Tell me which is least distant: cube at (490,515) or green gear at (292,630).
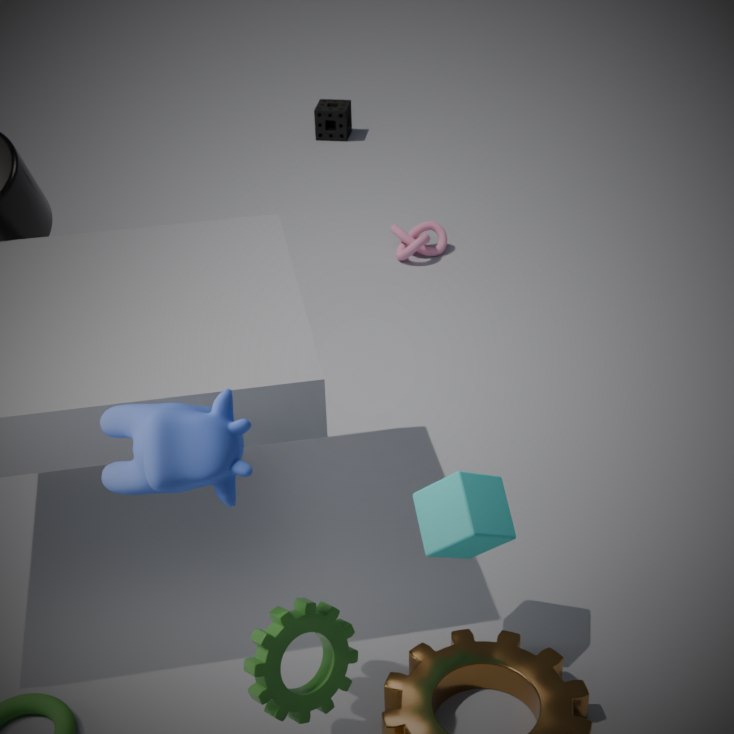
green gear at (292,630)
